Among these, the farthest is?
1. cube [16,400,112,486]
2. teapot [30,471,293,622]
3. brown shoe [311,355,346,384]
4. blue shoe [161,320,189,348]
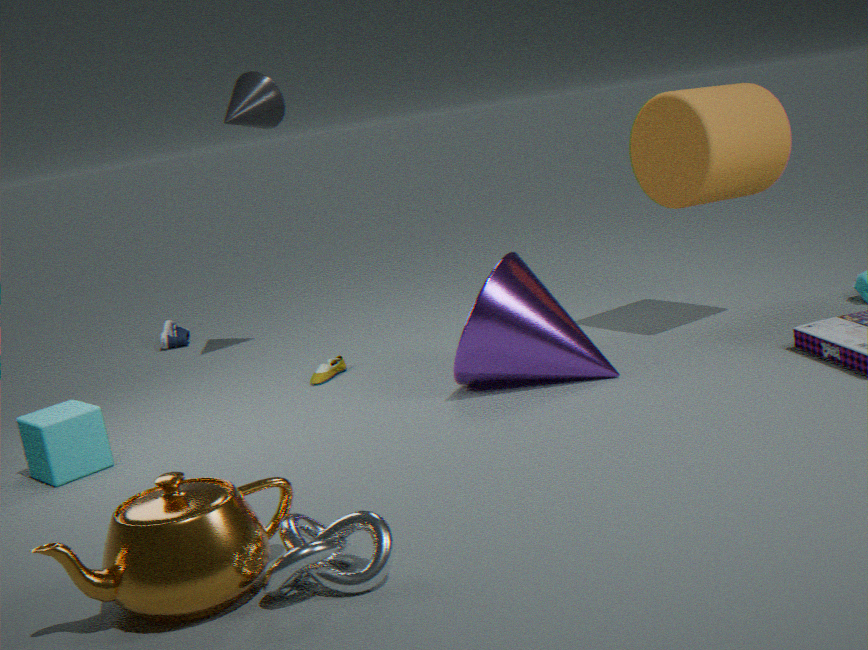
blue shoe [161,320,189,348]
